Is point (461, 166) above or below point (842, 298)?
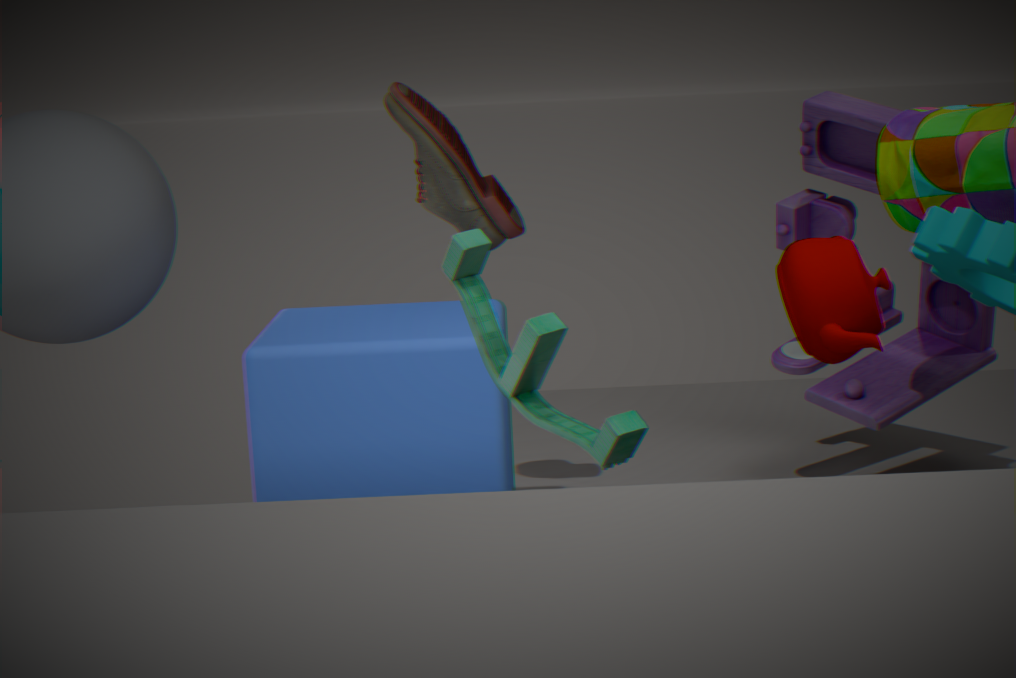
above
